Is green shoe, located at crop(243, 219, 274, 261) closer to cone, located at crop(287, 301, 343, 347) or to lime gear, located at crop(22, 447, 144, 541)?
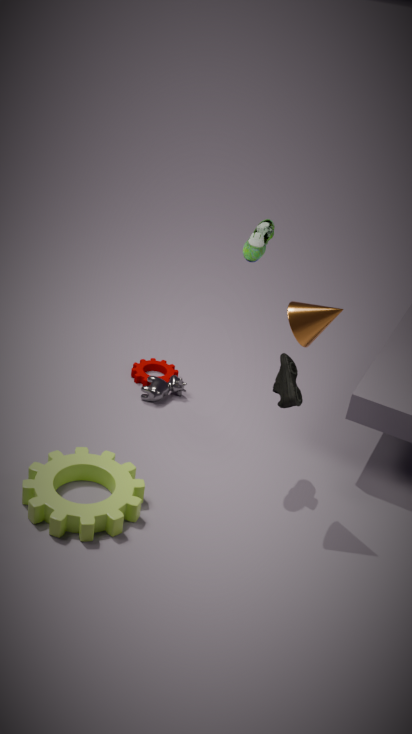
cone, located at crop(287, 301, 343, 347)
